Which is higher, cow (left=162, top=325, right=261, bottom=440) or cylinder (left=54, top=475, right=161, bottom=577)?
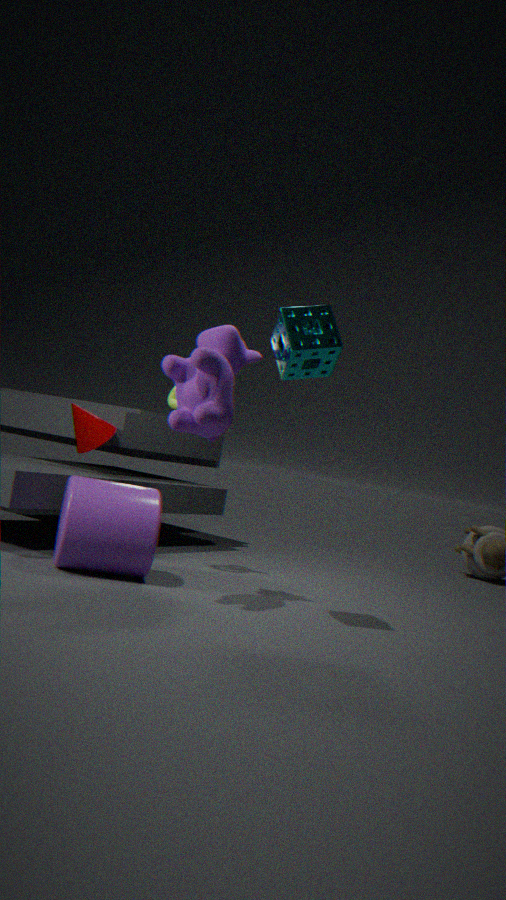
cow (left=162, top=325, right=261, bottom=440)
